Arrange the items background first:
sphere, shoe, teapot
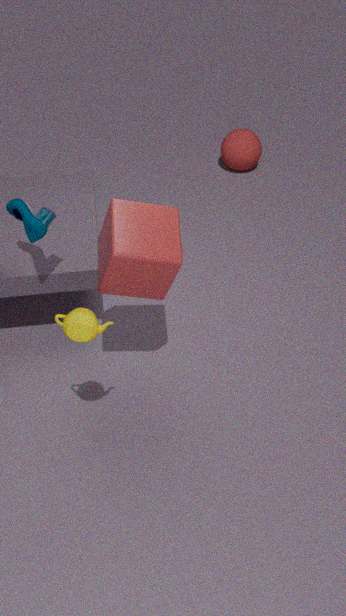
sphere < shoe < teapot
